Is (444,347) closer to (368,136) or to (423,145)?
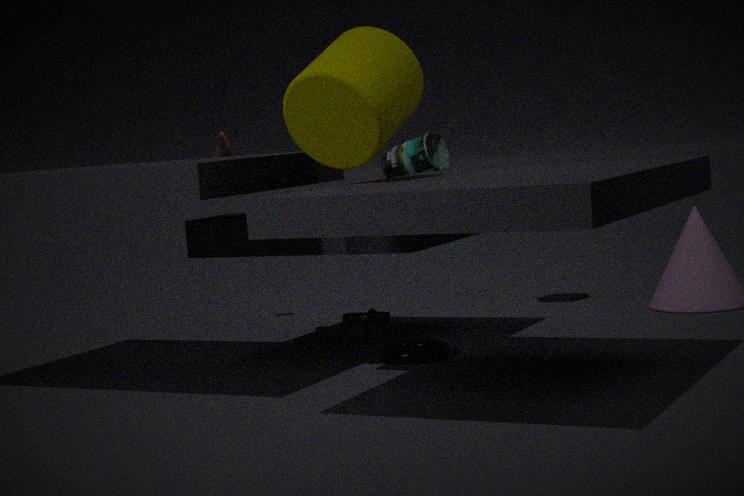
(423,145)
